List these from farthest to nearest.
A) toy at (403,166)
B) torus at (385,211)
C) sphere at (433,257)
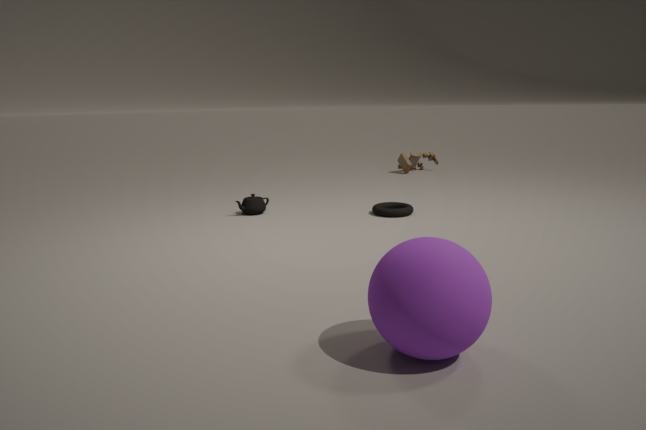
A. toy at (403,166) → B. torus at (385,211) → C. sphere at (433,257)
